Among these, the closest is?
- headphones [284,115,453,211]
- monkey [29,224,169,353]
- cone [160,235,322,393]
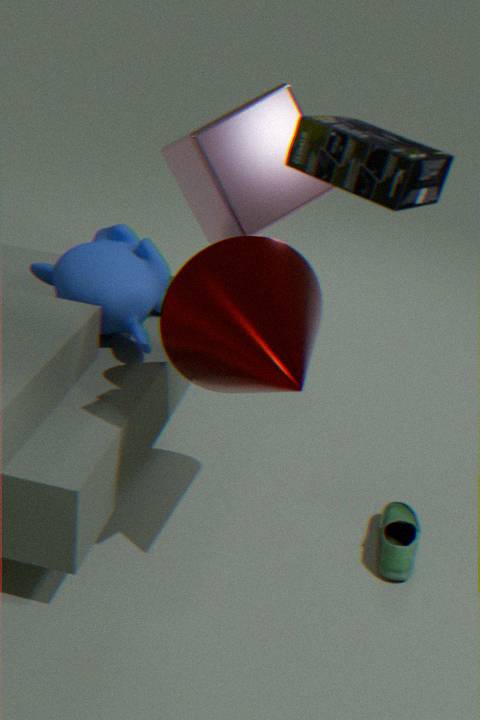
headphones [284,115,453,211]
